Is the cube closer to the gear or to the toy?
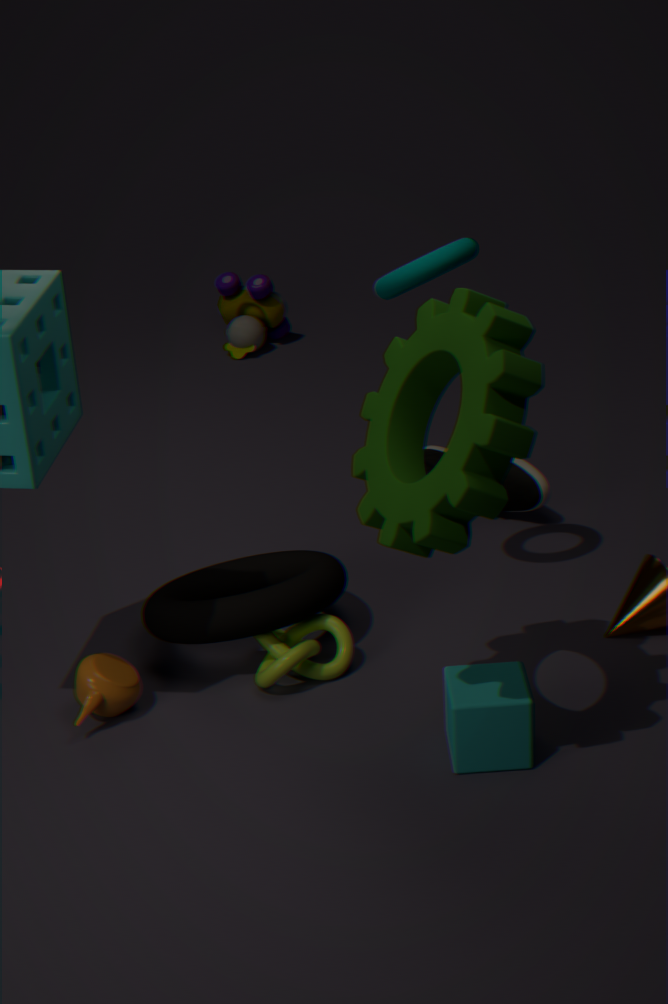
the gear
